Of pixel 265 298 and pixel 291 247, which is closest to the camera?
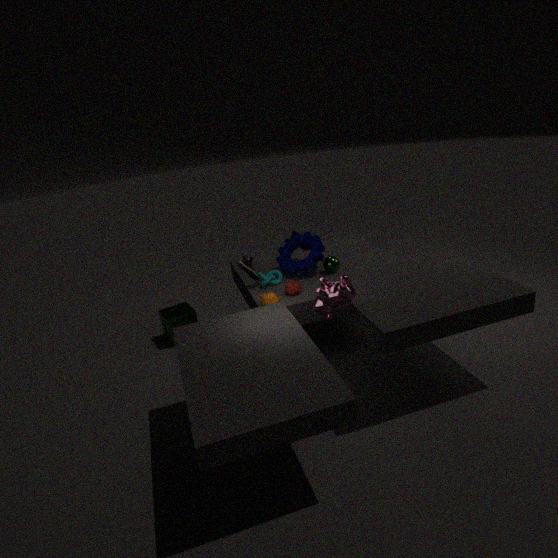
pixel 265 298
